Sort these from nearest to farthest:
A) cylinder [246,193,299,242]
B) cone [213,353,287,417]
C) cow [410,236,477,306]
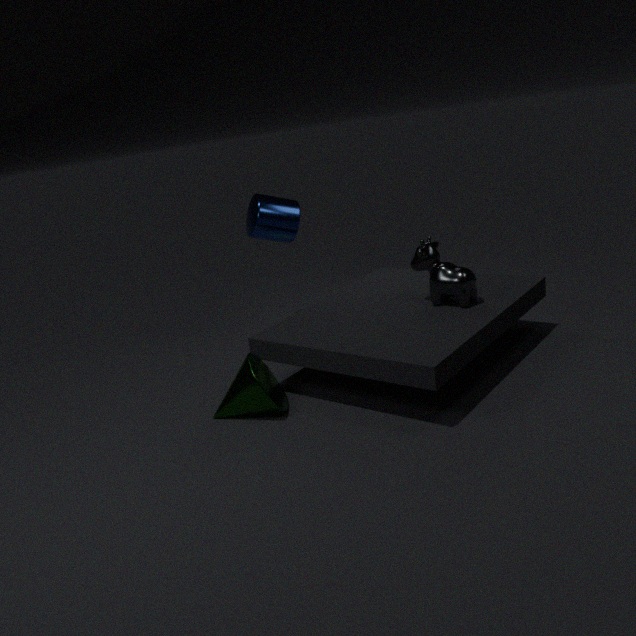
cone [213,353,287,417] → cow [410,236,477,306] → cylinder [246,193,299,242]
